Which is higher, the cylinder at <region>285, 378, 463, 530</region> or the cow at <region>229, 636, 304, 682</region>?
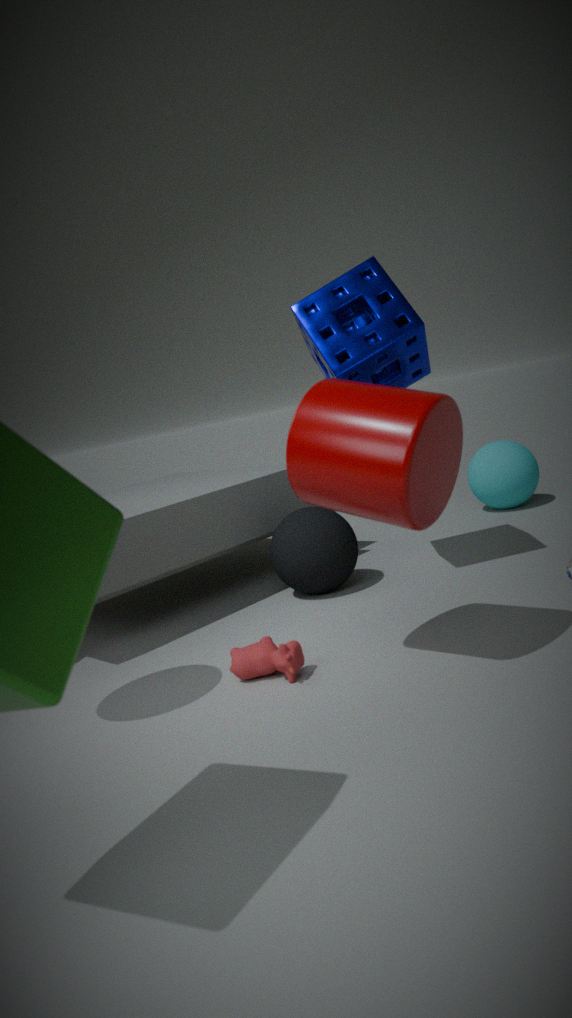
the cylinder at <region>285, 378, 463, 530</region>
